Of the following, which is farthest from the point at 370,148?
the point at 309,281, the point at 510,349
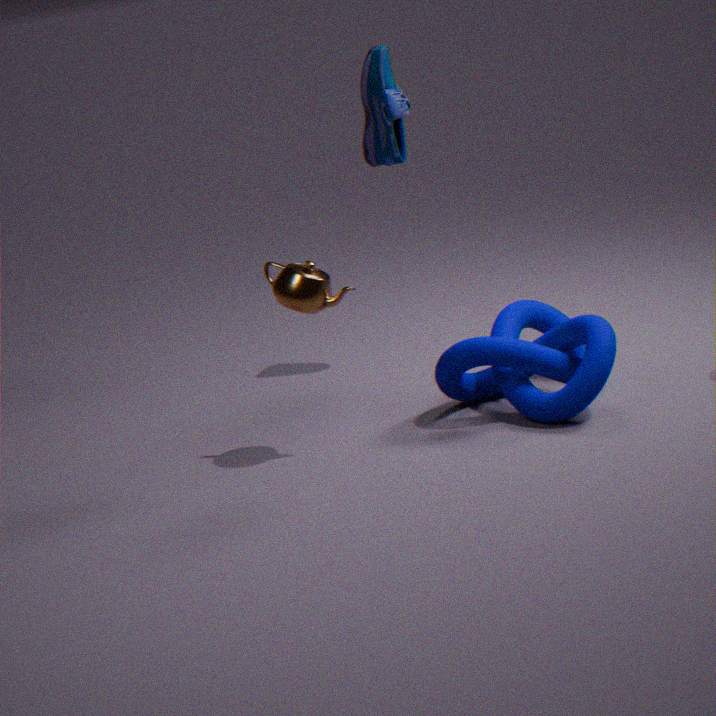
the point at 510,349
